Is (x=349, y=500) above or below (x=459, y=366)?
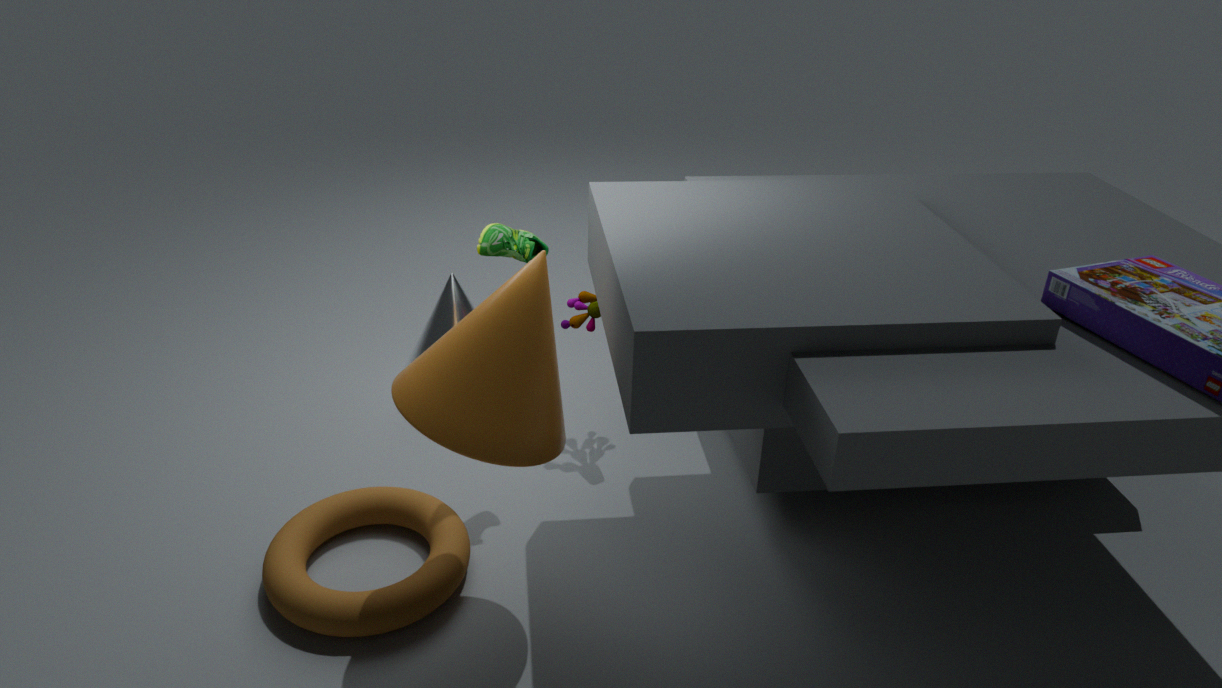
below
